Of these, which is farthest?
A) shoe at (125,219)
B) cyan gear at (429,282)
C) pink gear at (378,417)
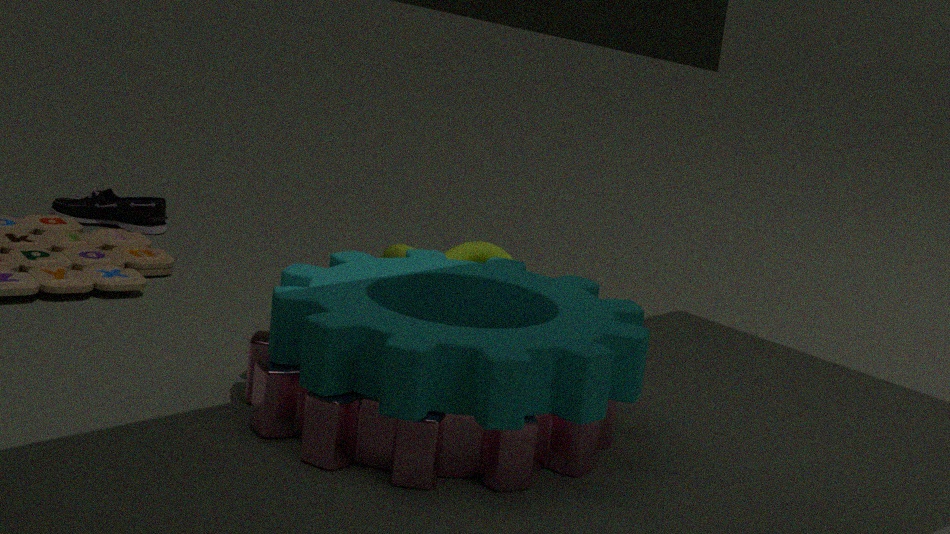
shoe at (125,219)
